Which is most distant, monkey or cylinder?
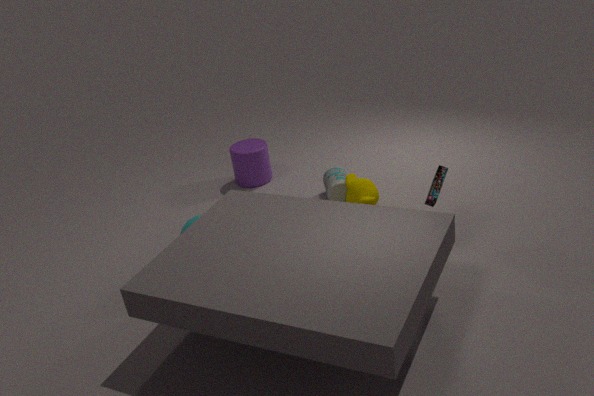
cylinder
